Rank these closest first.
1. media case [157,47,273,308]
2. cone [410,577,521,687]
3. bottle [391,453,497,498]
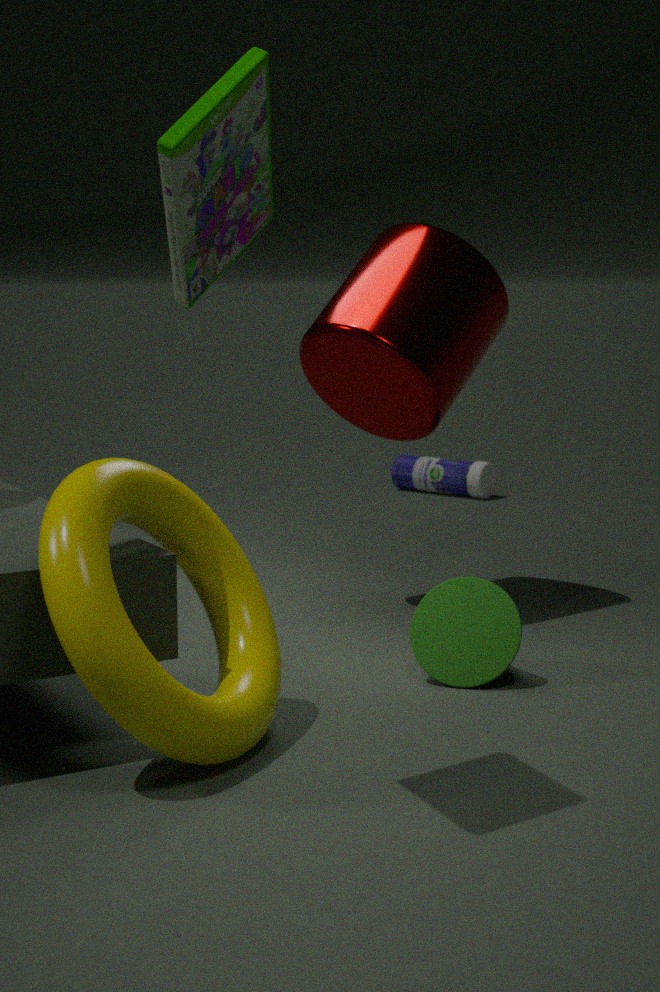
media case [157,47,273,308]
cone [410,577,521,687]
bottle [391,453,497,498]
